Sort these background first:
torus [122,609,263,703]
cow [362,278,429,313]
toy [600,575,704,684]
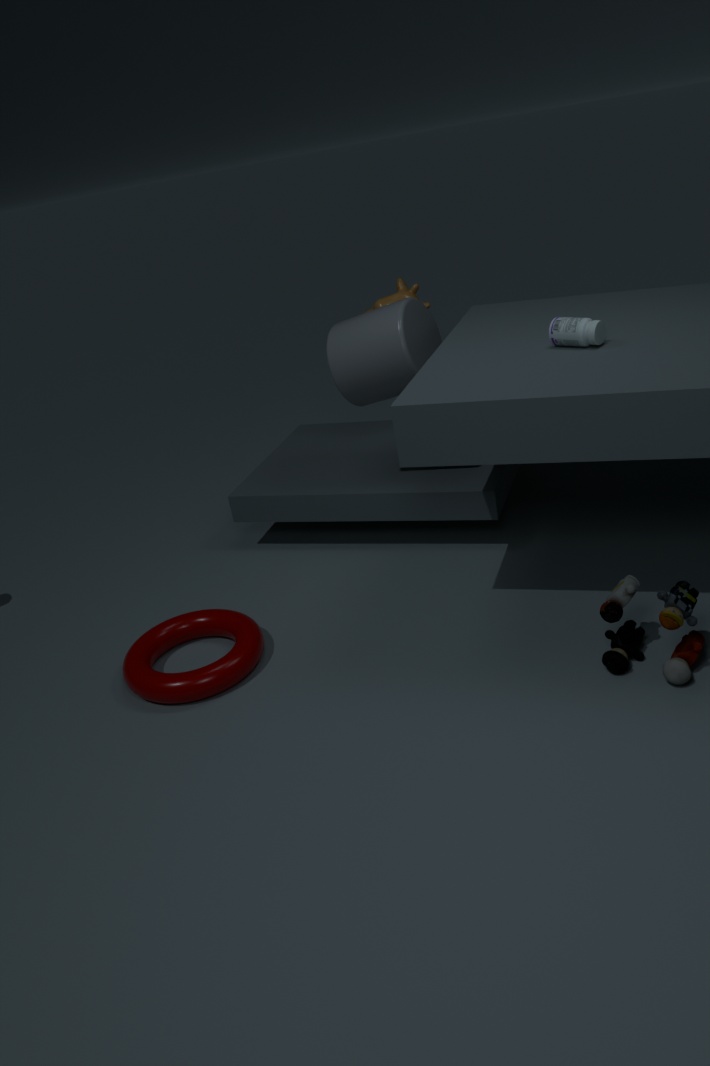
cow [362,278,429,313]
torus [122,609,263,703]
toy [600,575,704,684]
